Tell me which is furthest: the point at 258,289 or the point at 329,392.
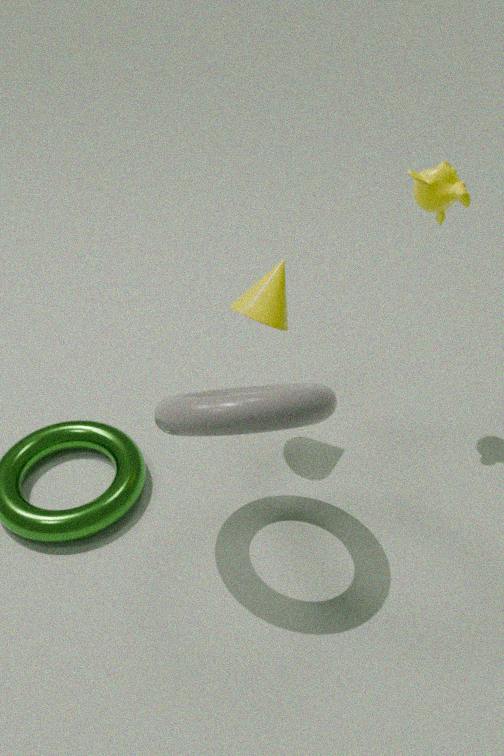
the point at 258,289
